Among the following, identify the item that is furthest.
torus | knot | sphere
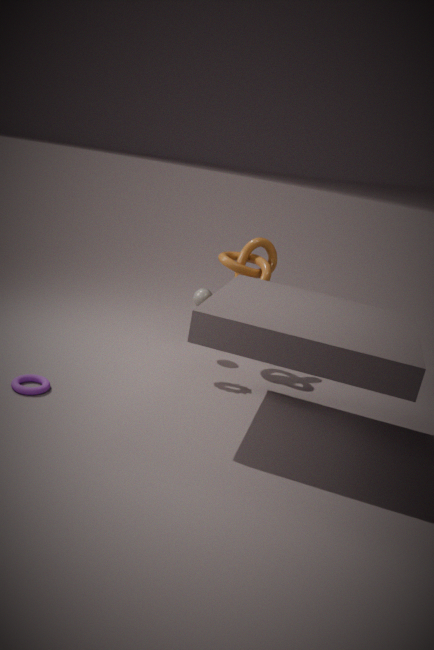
sphere
